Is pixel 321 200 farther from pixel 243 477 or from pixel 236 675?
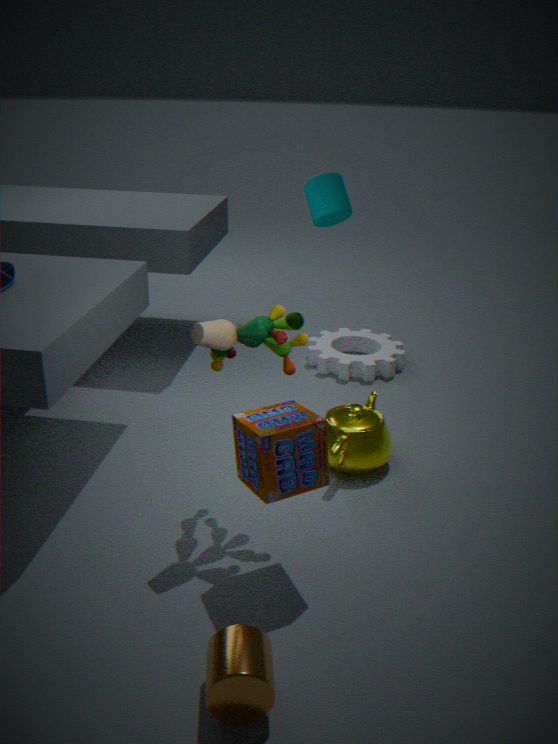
pixel 236 675
